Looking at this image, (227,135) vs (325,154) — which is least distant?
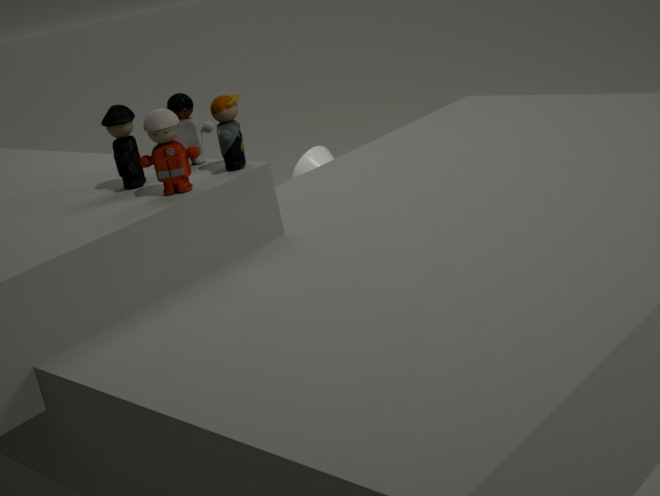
(227,135)
